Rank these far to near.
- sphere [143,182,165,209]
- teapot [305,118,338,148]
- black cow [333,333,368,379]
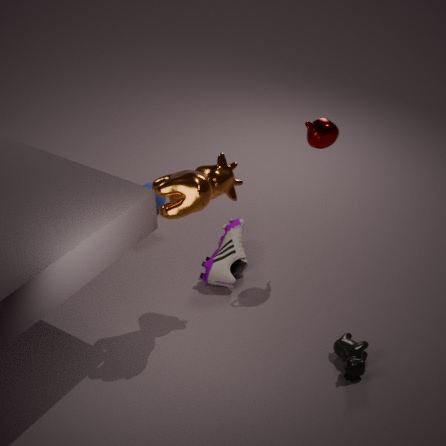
sphere [143,182,165,209]
teapot [305,118,338,148]
black cow [333,333,368,379]
